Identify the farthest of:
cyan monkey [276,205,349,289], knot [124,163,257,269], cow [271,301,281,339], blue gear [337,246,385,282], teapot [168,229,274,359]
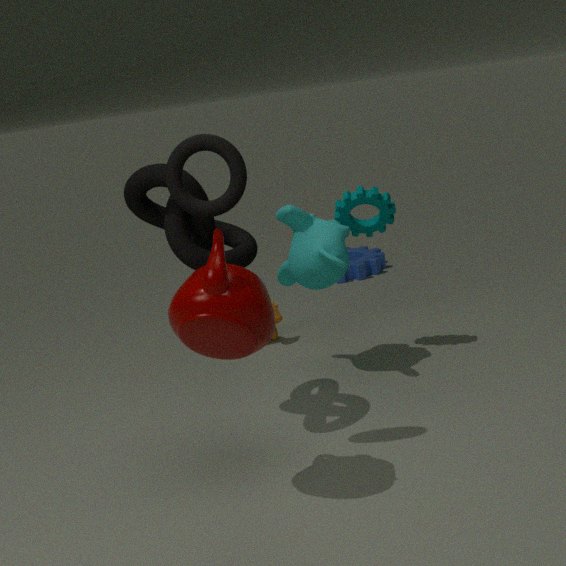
blue gear [337,246,385,282]
